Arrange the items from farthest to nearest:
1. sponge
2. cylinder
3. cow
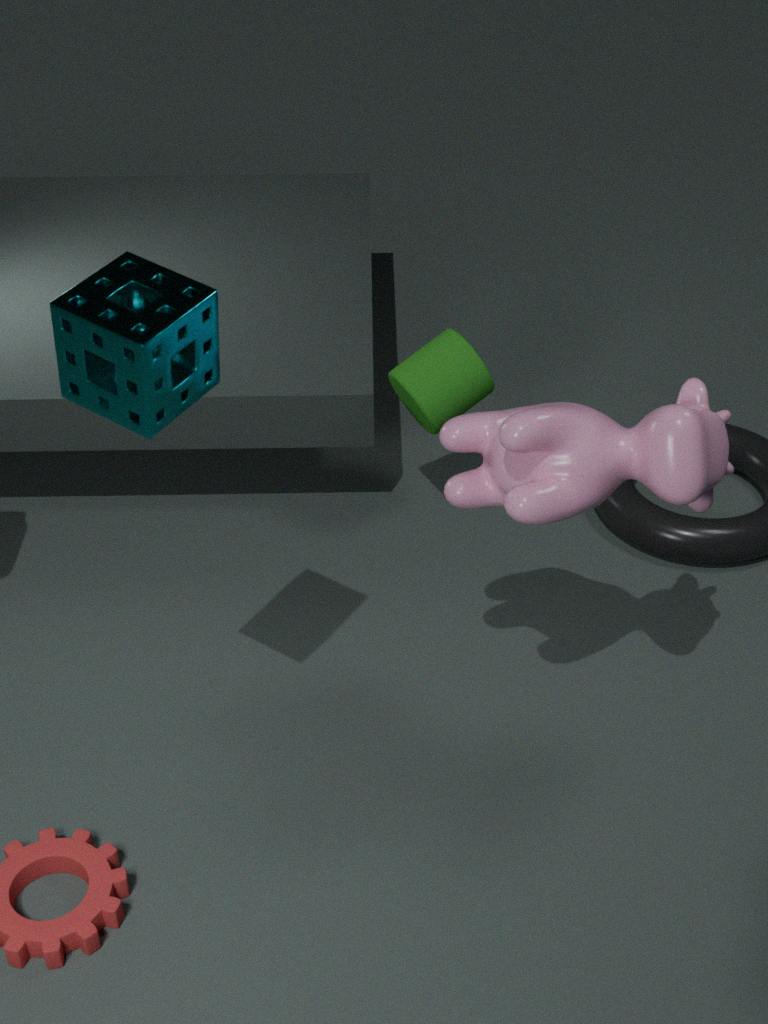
1. cylinder
2. cow
3. sponge
